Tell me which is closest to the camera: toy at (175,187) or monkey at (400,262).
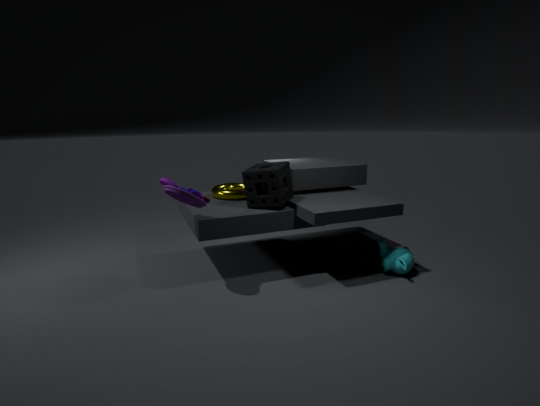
toy at (175,187)
